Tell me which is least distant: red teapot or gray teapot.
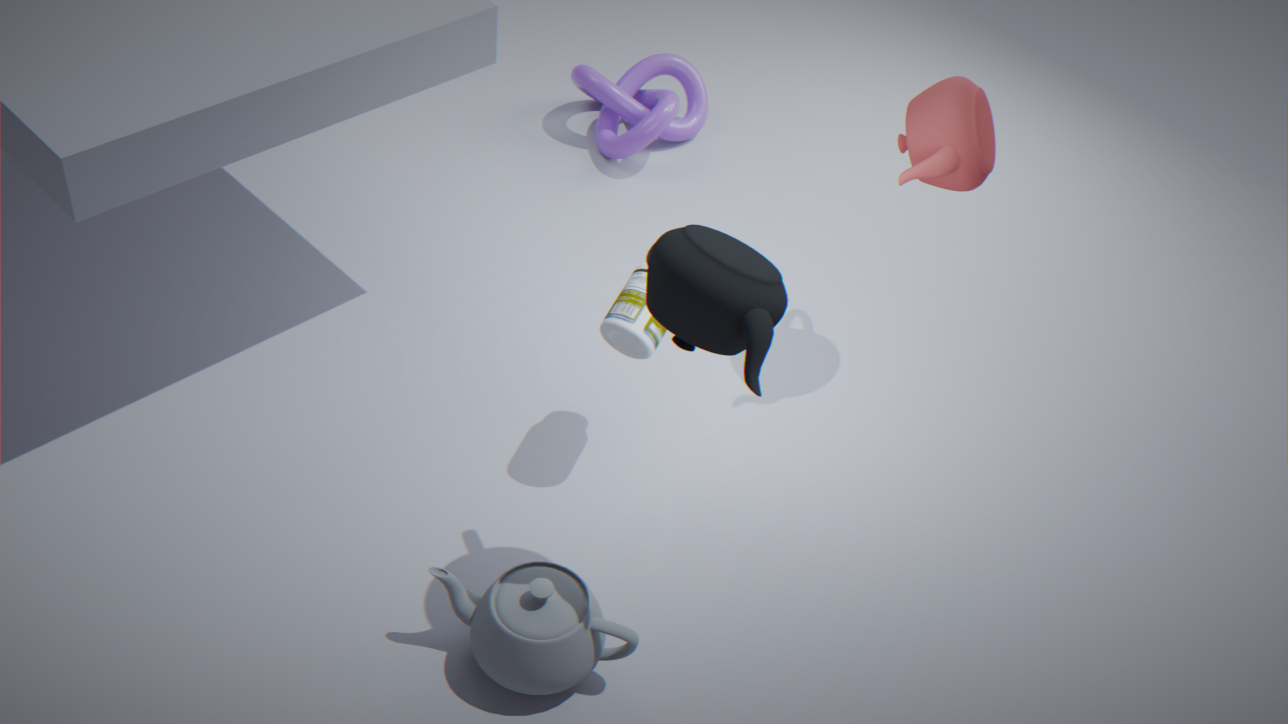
gray teapot
